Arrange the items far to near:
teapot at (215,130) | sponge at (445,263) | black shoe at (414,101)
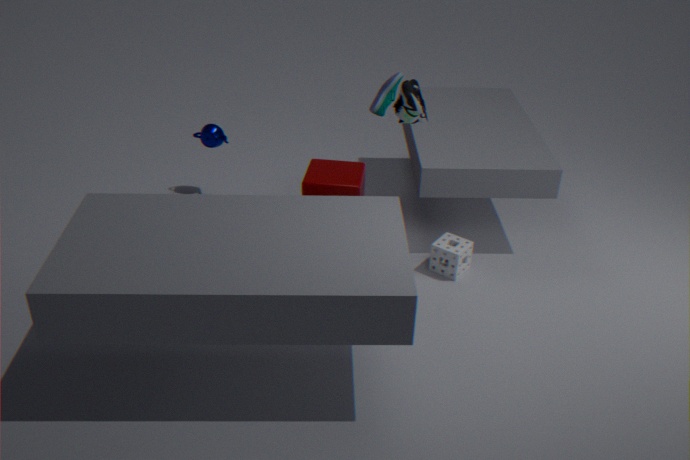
teapot at (215,130), sponge at (445,263), black shoe at (414,101)
